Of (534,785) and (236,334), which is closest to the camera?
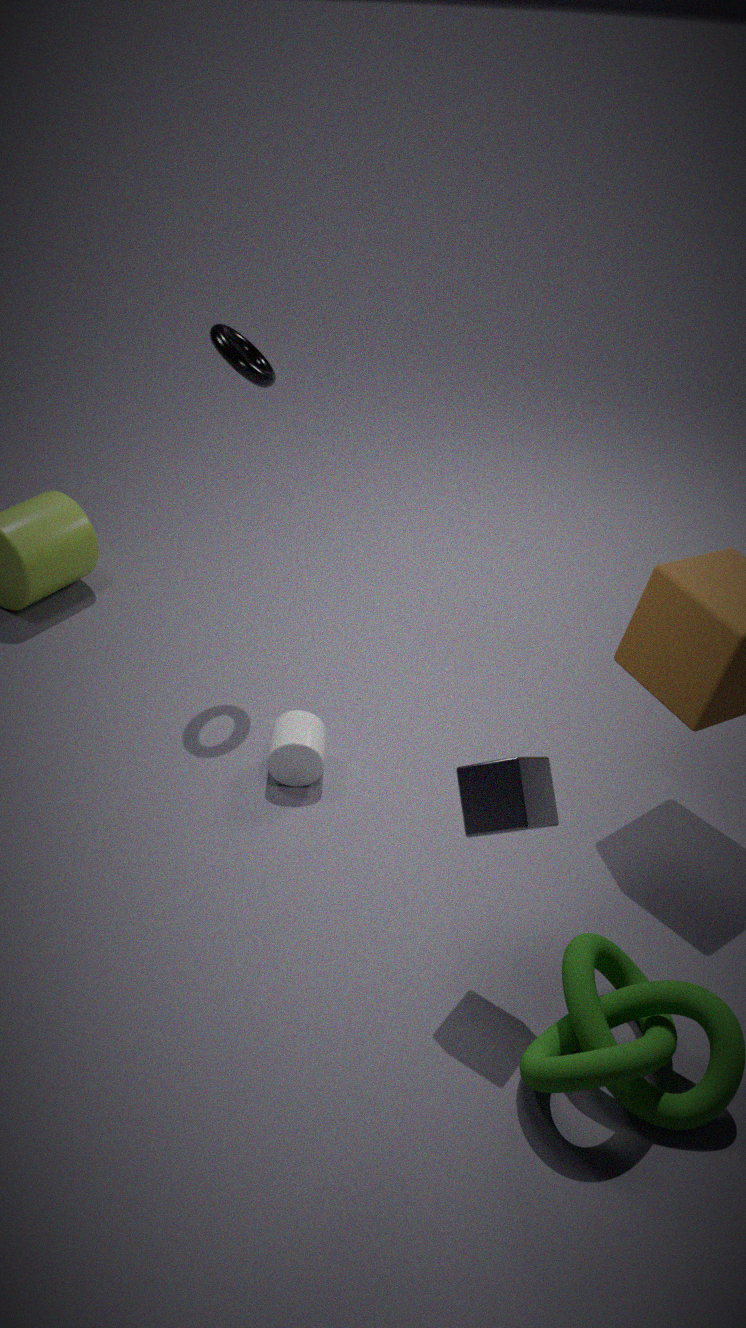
(534,785)
